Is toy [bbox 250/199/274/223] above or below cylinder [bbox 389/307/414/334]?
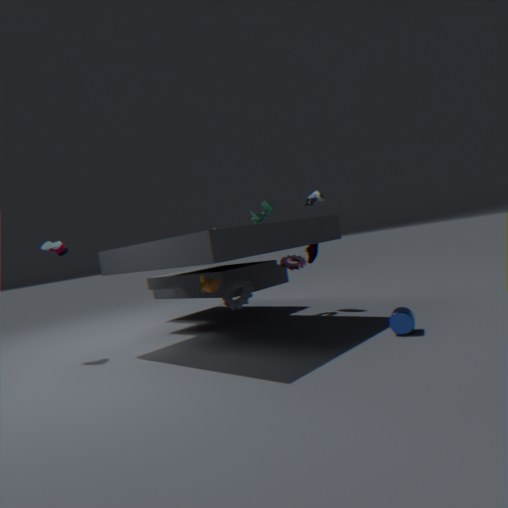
above
